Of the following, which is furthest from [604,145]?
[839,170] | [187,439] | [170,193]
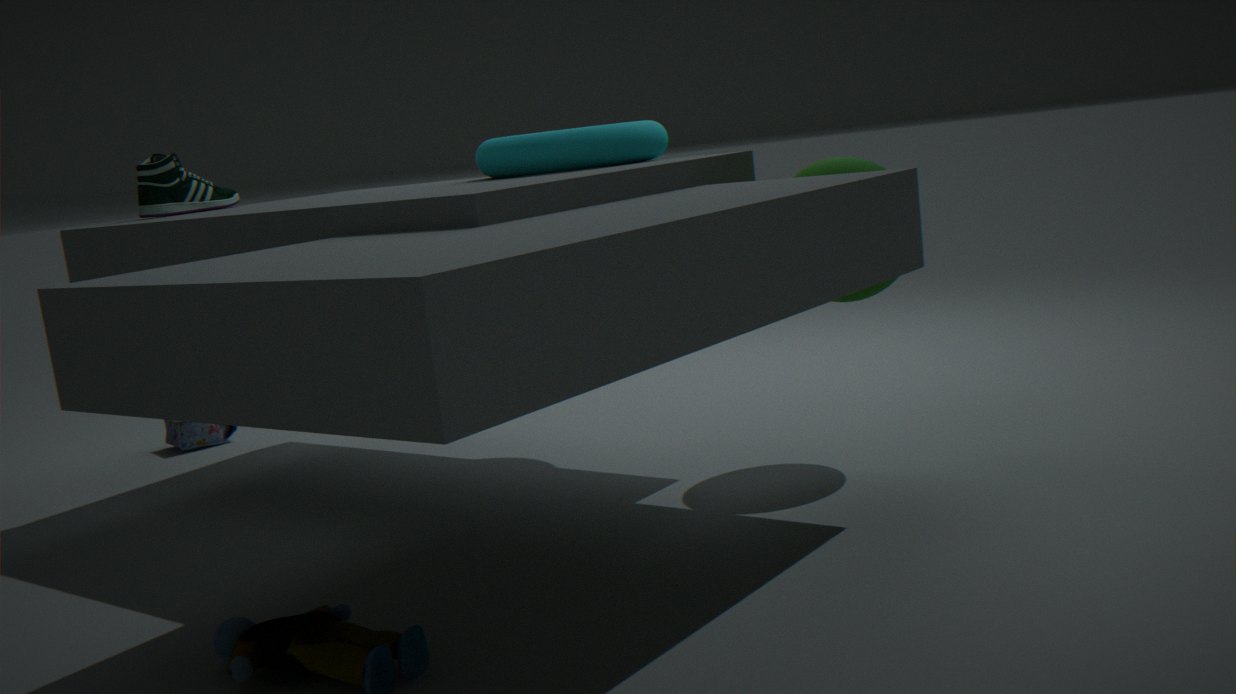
[187,439]
